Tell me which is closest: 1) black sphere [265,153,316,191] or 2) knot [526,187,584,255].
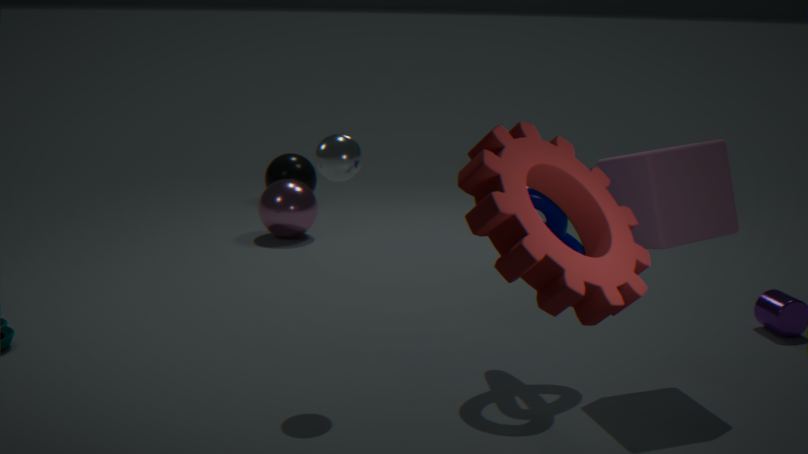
2. knot [526,187,584,255]
